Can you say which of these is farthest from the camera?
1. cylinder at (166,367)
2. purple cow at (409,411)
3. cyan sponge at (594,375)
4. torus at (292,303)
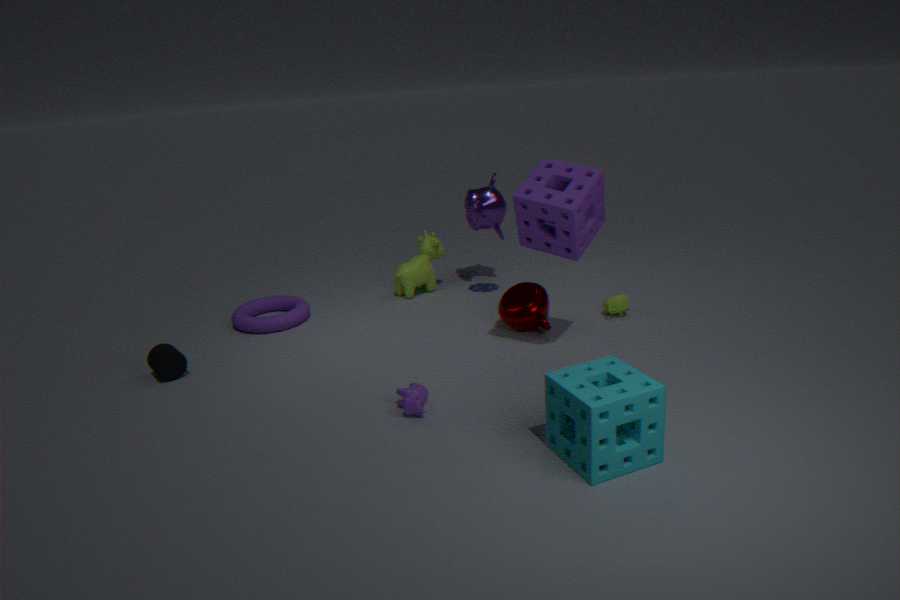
torus at (292,303)
